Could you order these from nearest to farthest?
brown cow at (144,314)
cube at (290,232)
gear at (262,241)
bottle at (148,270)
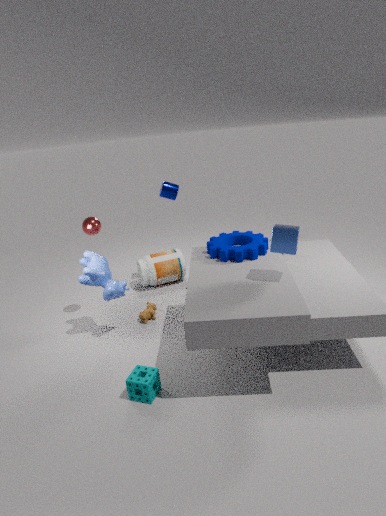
1. cube at (290,232)
2. gear at (262,241)
3. brown cow at (144,314)
4. bottle at (148,270)
